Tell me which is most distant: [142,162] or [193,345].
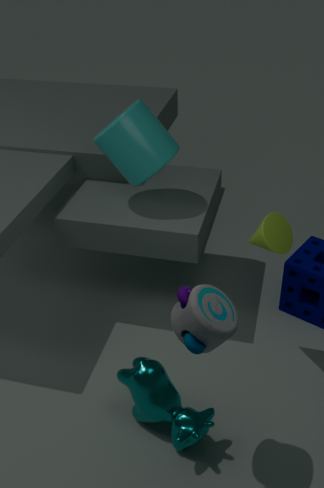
[142,162]
